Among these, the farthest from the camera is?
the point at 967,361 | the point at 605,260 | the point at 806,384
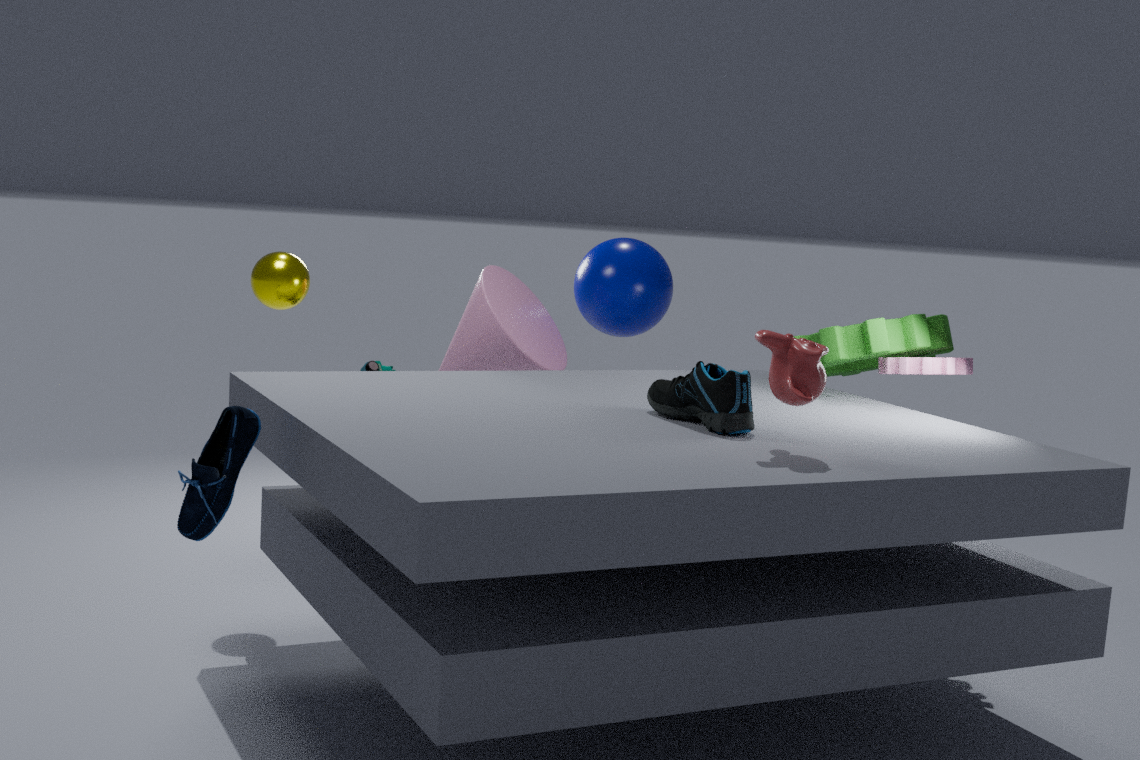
the point at 605,260
